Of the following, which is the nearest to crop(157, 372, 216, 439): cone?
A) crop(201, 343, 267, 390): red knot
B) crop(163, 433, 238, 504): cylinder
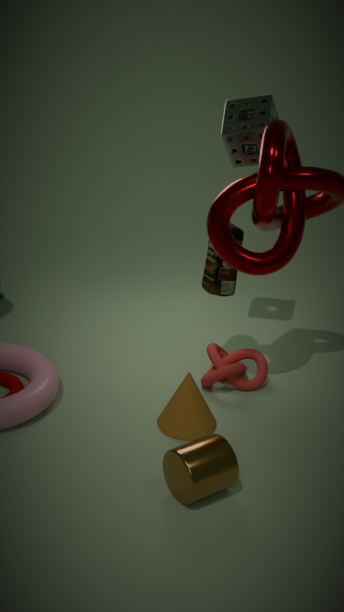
crop(201, 343, 267, 390): red knot
